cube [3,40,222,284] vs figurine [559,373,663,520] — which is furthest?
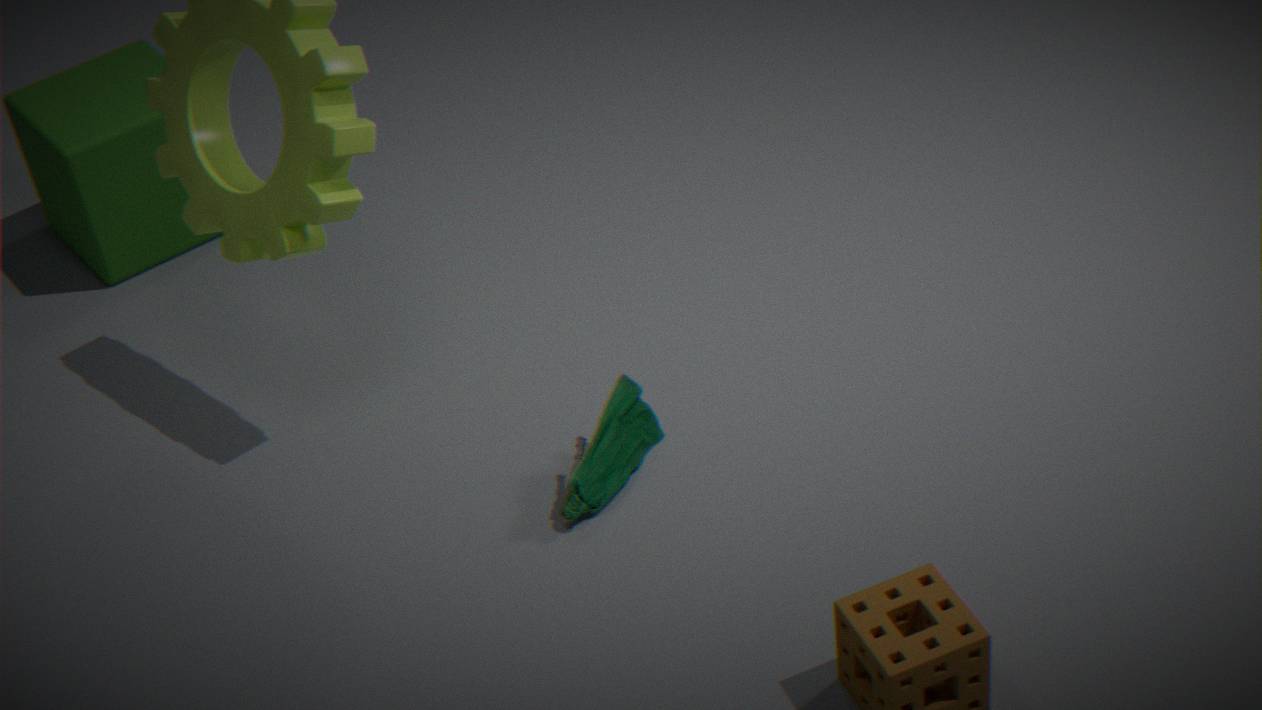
cube [3,40,222,284]
